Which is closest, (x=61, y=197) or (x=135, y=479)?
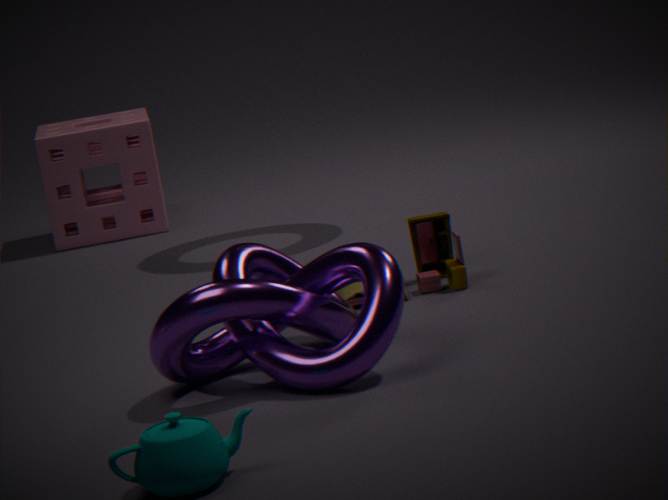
(x=135, y=479)
